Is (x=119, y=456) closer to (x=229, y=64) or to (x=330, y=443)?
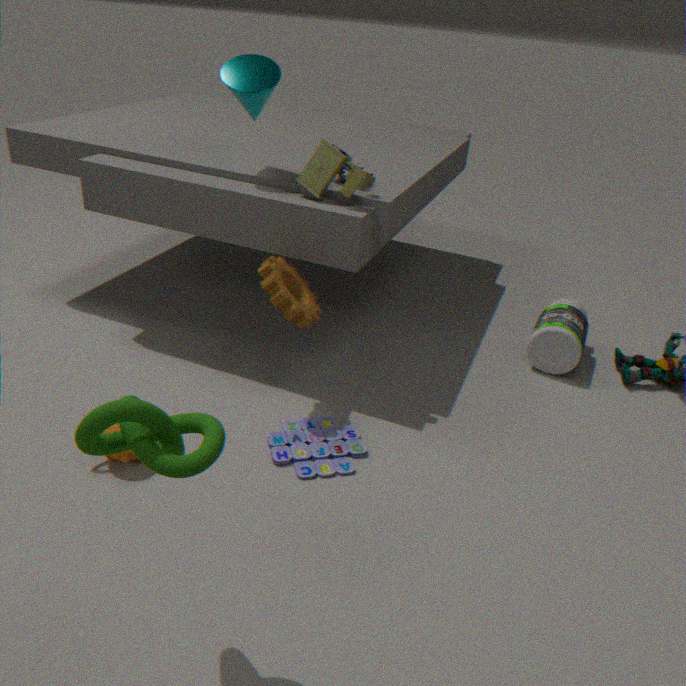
(x=330, y=443)
